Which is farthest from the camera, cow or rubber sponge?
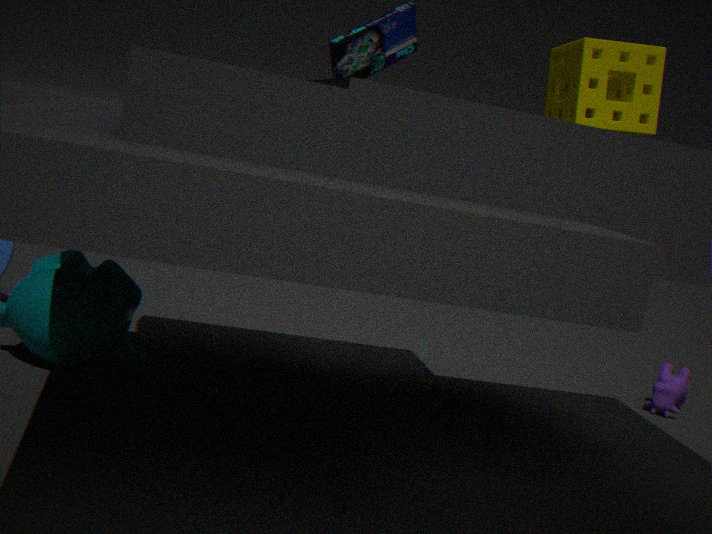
cow
